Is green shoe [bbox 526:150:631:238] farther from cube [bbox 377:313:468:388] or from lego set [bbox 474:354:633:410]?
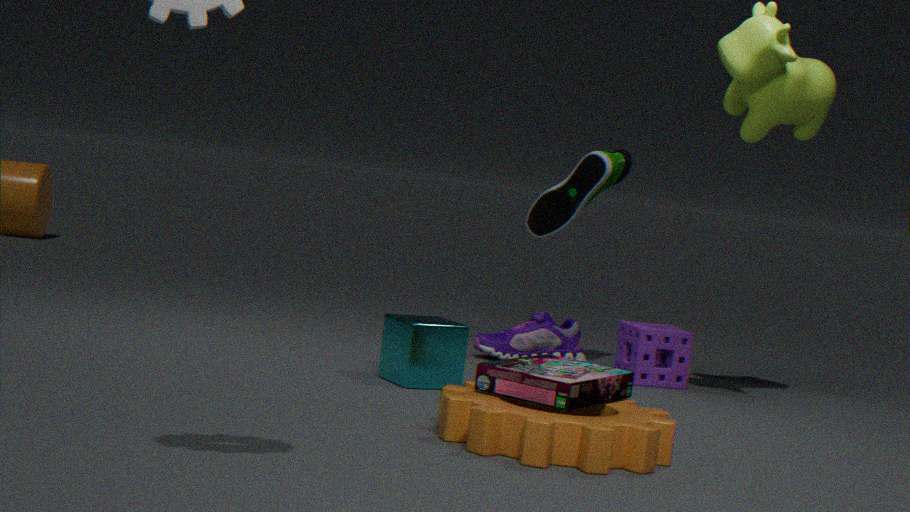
lego set [bbox 474:354:633:410]
